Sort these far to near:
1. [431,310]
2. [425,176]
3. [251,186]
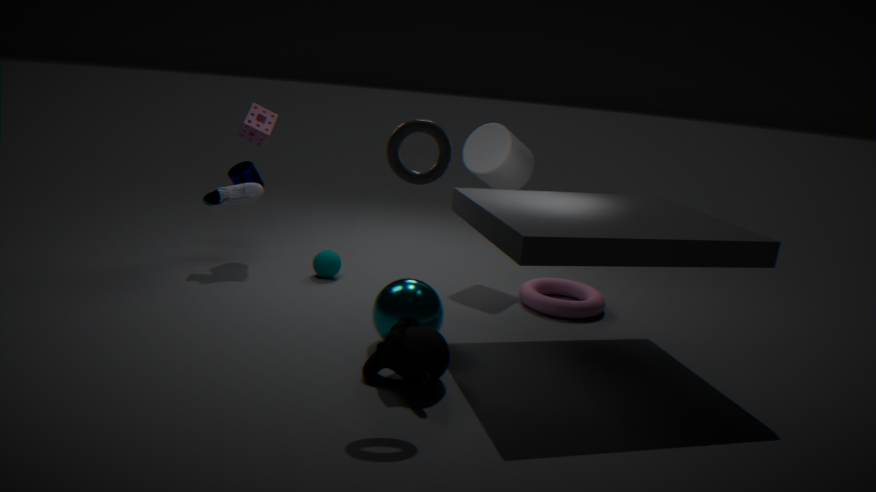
1. [251,186]
2. [431,310]
3. [425,176]
